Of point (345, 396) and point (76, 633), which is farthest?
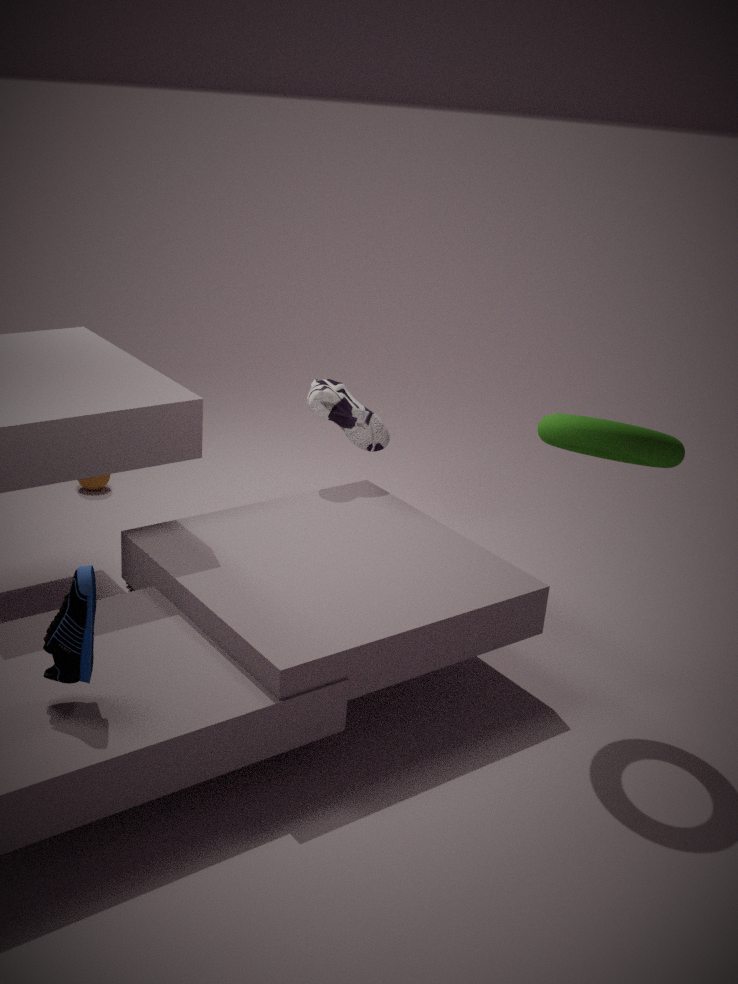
point (345, 396)
